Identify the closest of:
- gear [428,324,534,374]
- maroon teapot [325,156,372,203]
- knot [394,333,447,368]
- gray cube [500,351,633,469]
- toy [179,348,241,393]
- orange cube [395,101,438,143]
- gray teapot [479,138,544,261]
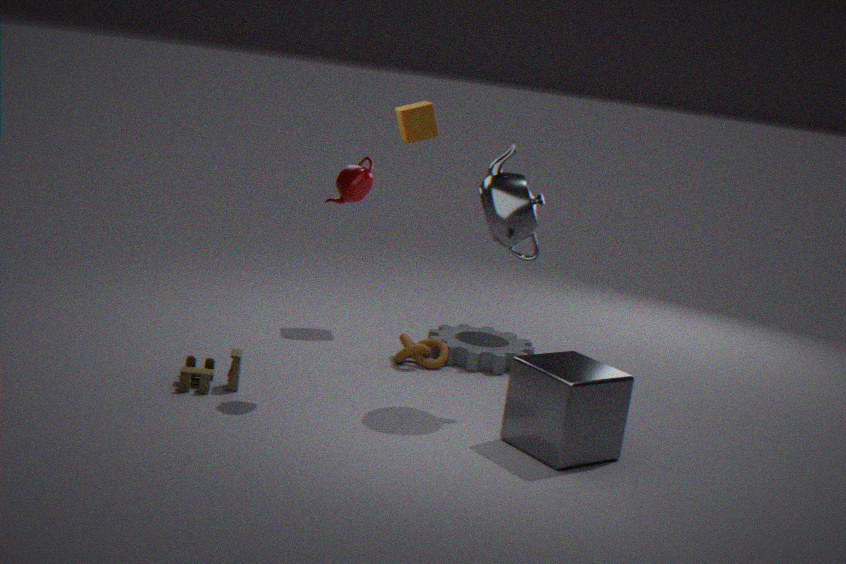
gray cube [500,351,633,469]
